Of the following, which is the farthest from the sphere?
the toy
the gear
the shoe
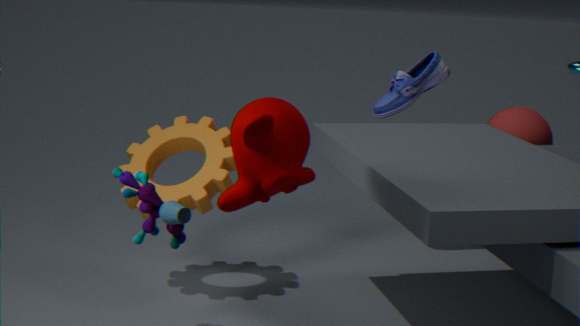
the toy
